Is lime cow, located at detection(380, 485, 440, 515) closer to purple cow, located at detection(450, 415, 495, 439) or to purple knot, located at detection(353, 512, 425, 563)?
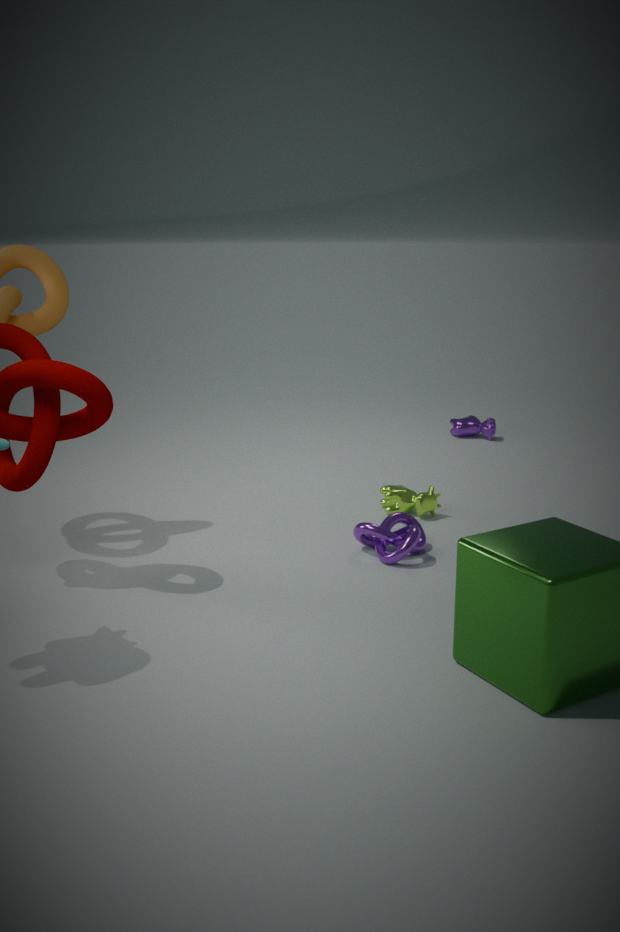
purple knot, located at detection(353, 512, 425, 563)
